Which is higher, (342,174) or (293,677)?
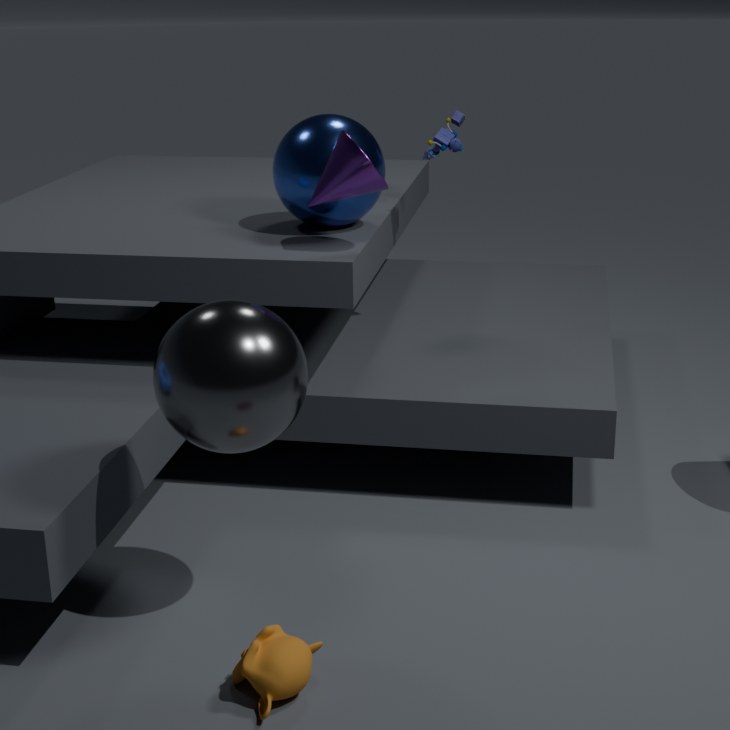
(342,174)
